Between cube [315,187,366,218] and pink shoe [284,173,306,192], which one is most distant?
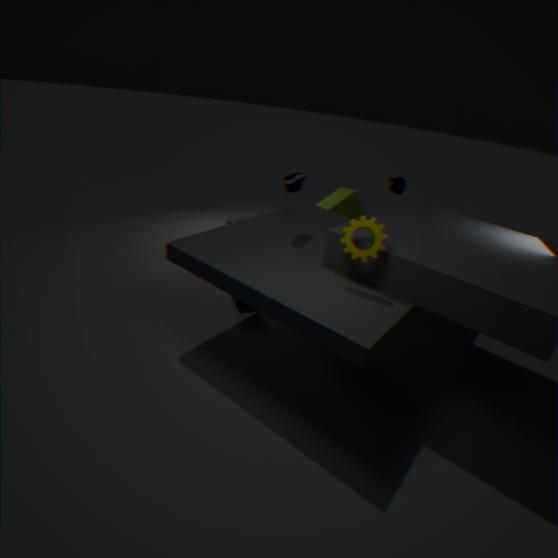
cube [315,187,366,218]
